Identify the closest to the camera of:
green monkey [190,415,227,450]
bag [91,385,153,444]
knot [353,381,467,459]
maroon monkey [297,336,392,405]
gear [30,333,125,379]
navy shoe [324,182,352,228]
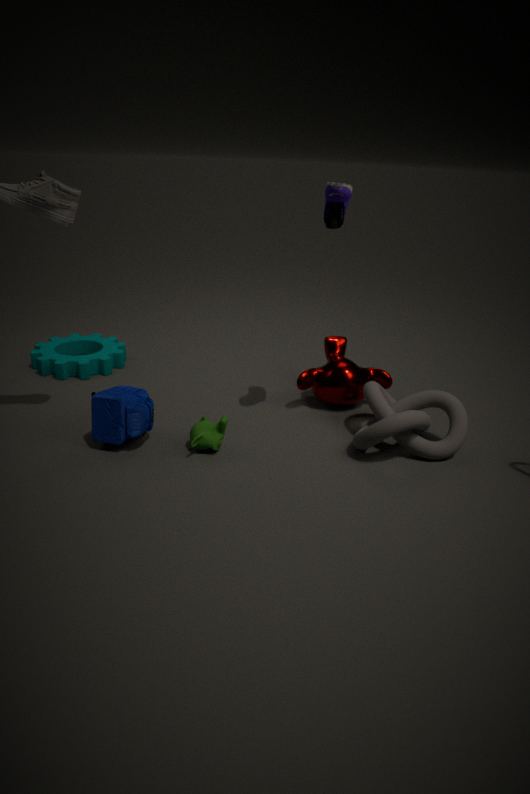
navy shoe [324,182,352,228]
